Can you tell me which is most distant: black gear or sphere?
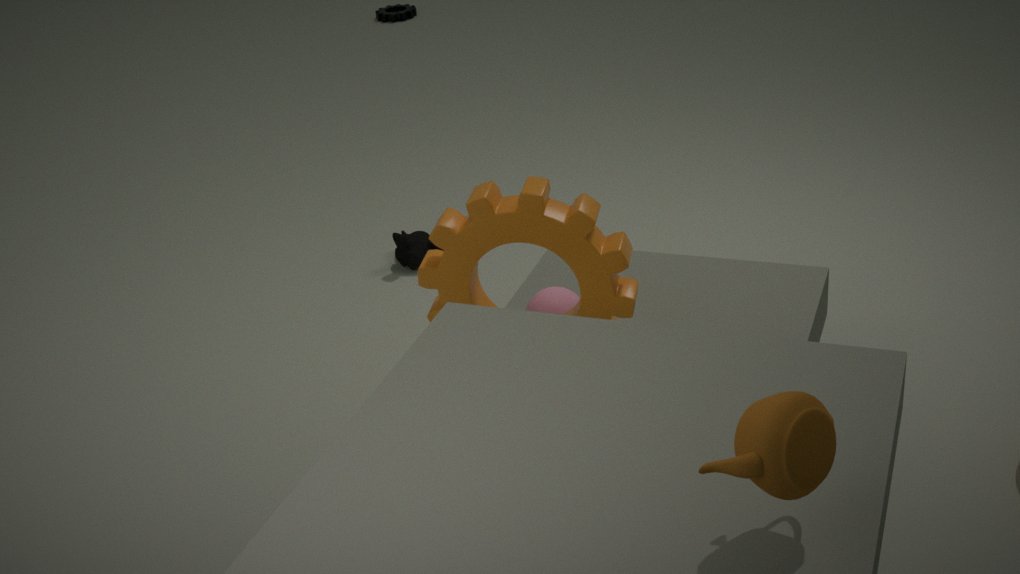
black gear
